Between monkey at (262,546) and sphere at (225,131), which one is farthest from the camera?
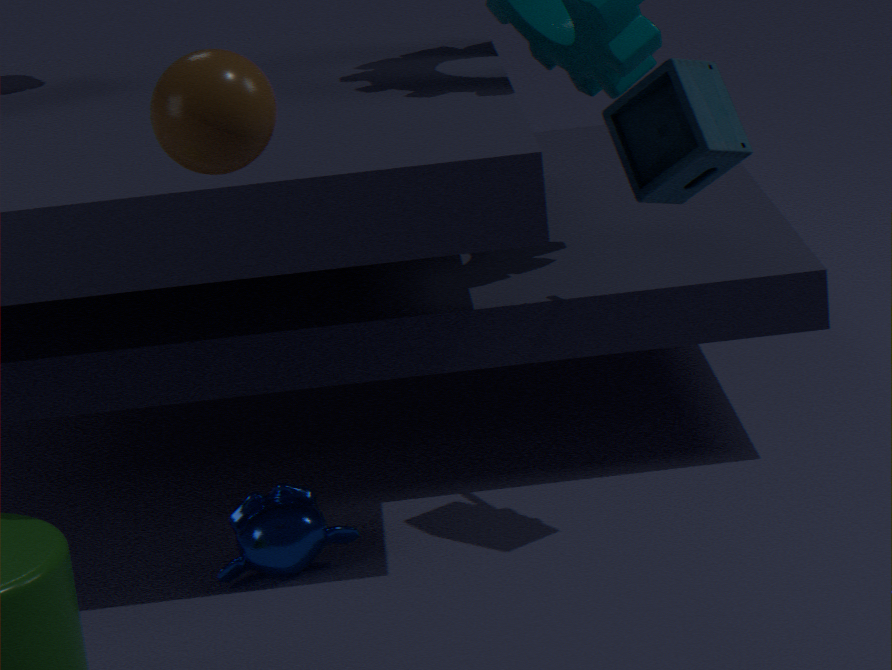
monkey at (262,546)
